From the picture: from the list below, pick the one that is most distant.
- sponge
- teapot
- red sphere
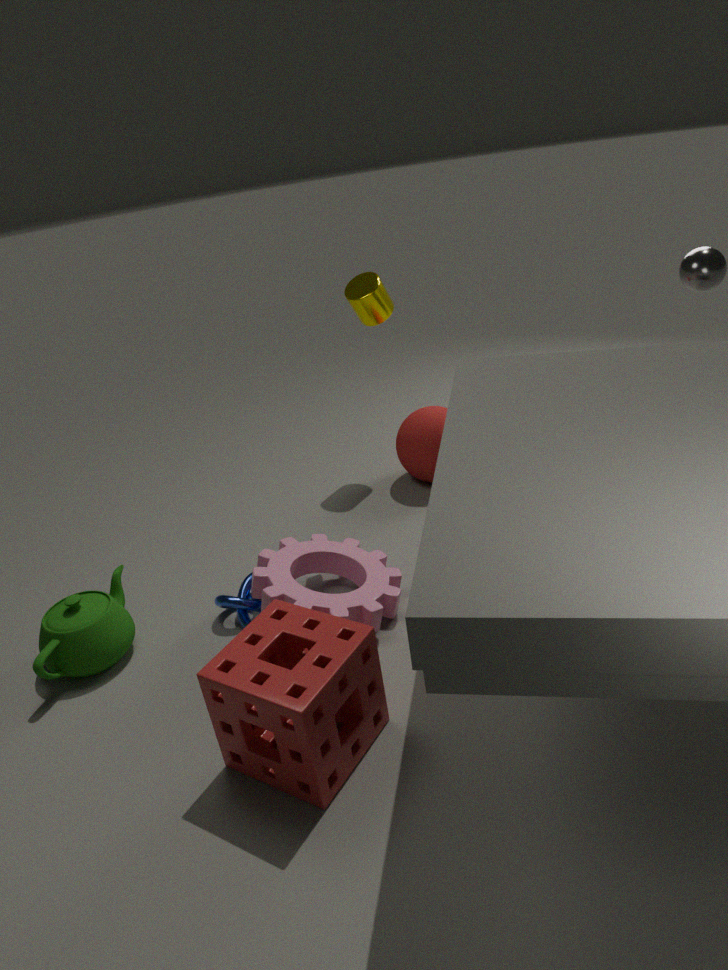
red sphere
